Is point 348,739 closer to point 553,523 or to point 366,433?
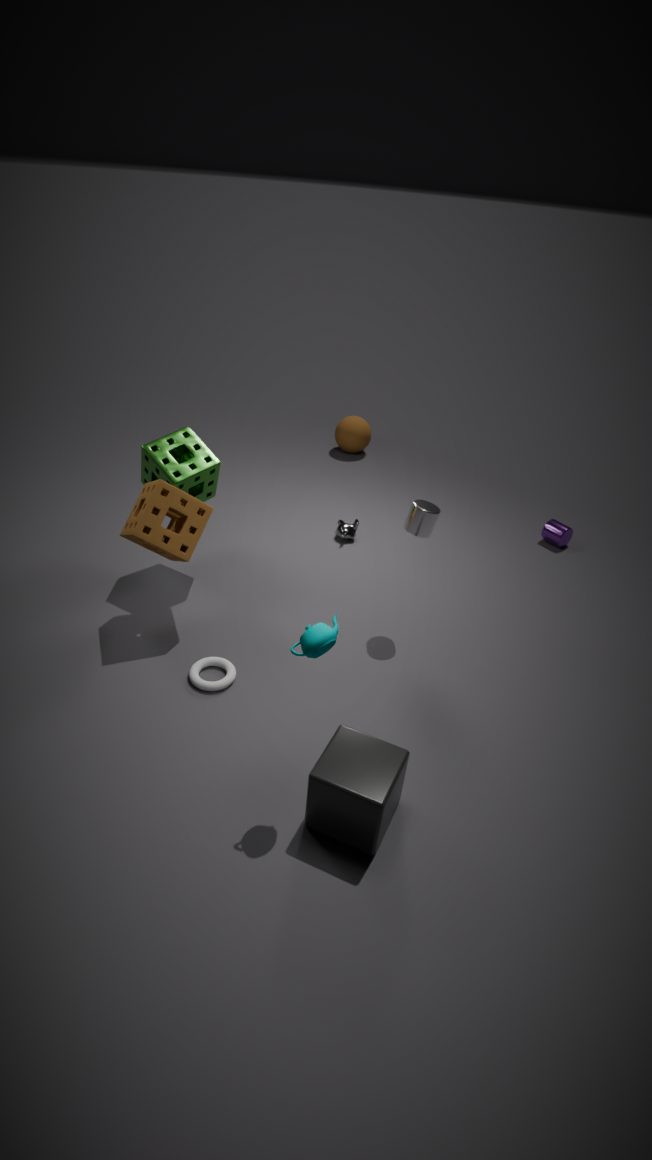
point 553,523
